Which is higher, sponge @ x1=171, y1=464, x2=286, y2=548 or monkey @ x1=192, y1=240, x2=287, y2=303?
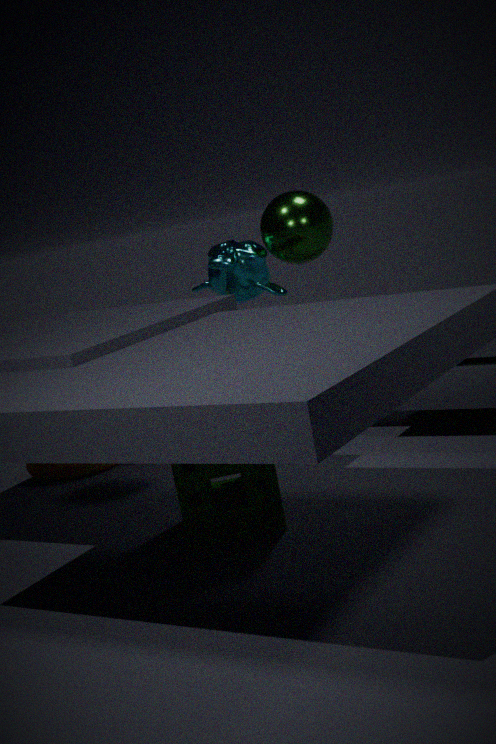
monkey @ x1=192, y1=240, x2=287, y2=303
